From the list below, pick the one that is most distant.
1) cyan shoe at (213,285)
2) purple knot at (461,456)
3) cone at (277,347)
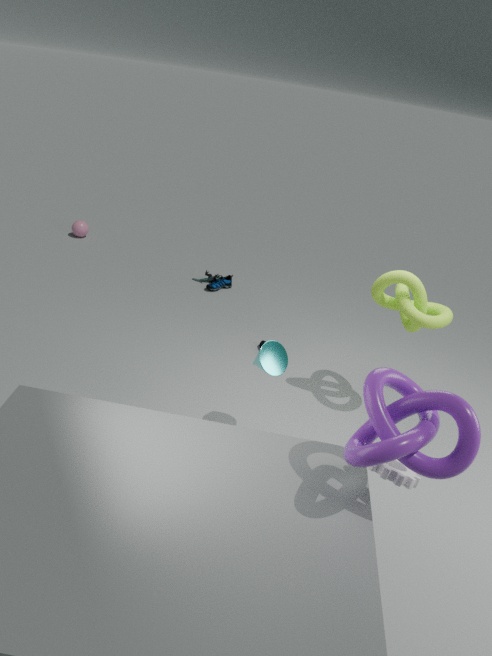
1. cyan shoe at (213,285)
